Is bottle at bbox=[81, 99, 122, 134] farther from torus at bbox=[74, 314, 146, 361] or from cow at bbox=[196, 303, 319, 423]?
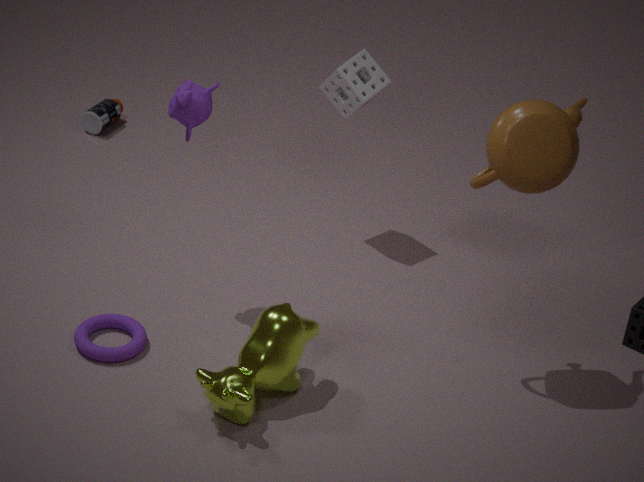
cow at bbox=[196, 303, 319, 423]
